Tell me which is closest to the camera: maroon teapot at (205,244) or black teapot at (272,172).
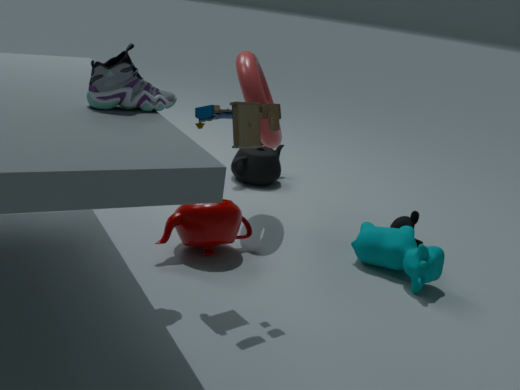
maroon teapot at (205,244)
